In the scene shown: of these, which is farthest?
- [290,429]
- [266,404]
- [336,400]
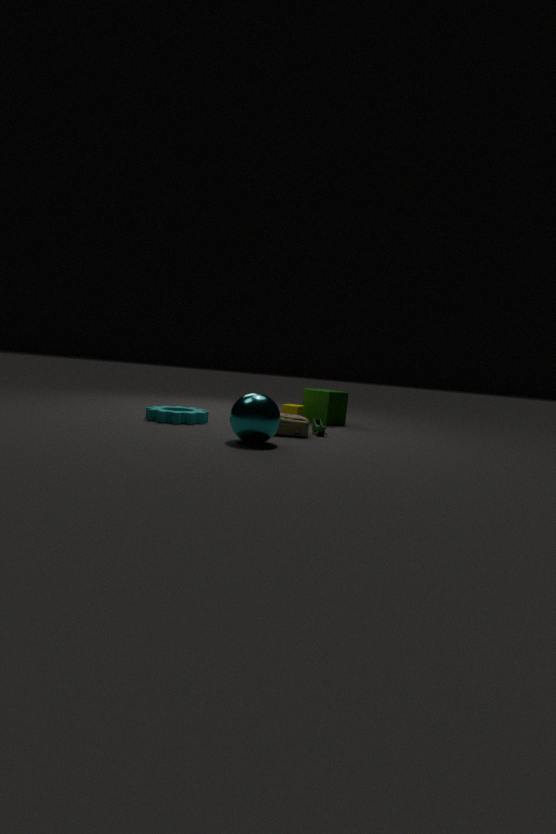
[336,400]
